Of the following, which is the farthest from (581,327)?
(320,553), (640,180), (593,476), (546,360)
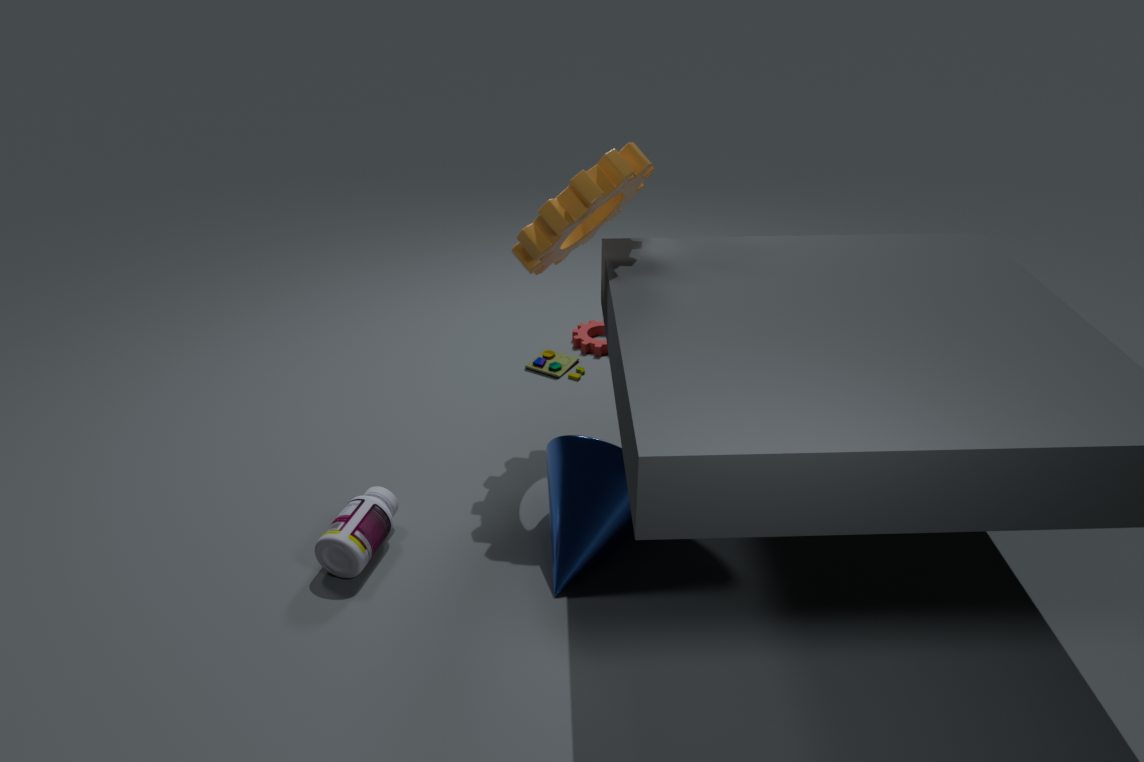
(320,553)
